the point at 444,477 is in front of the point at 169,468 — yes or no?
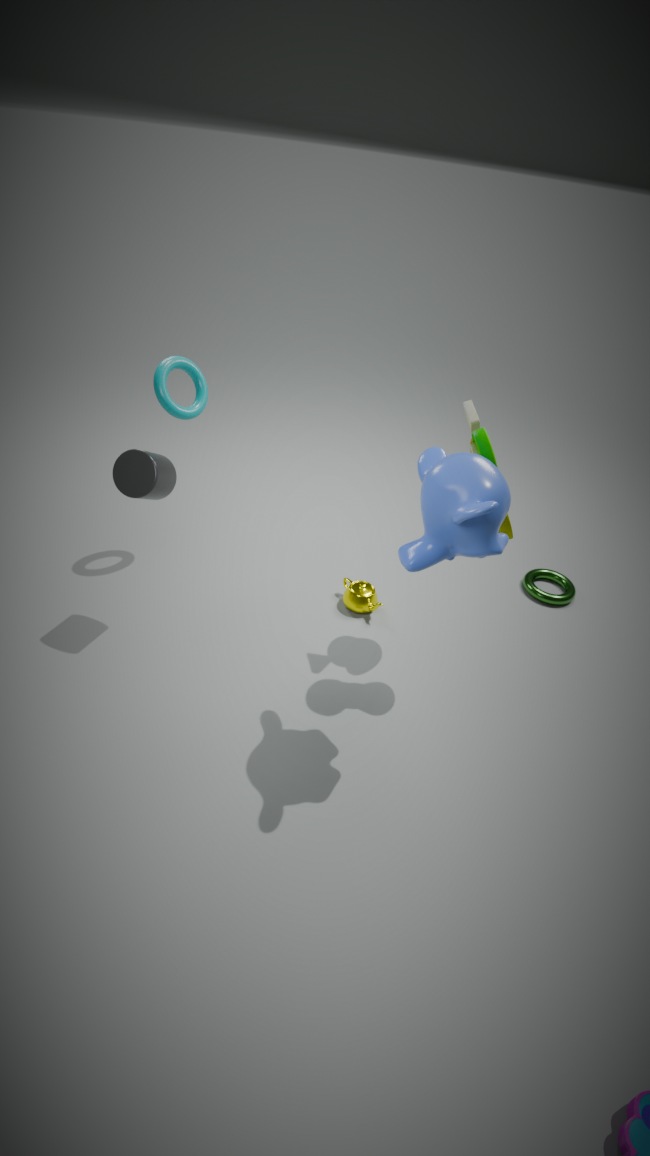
Yes
